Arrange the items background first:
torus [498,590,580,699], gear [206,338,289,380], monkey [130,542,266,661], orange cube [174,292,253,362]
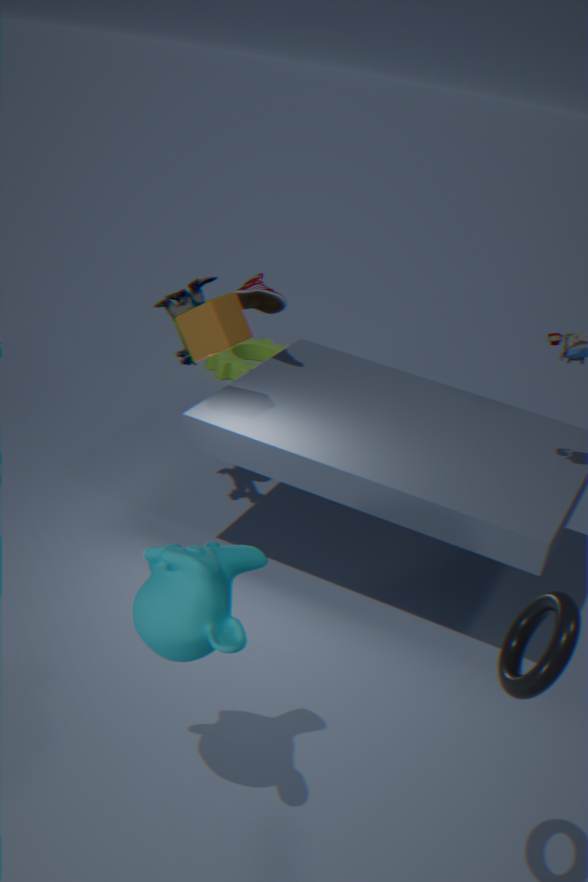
gear [206,338,289,380] → orange cube [174,292,253,362] → monkey [130,542,266,661] → torus [498,590,580,699]
